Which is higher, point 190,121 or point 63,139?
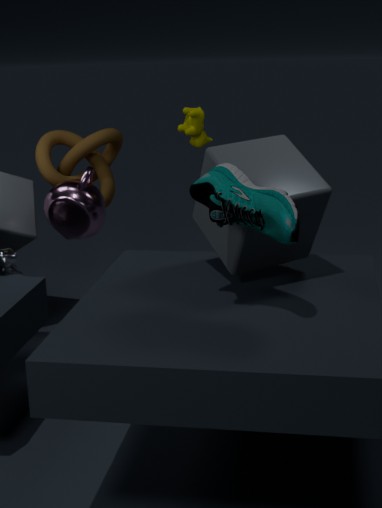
point 190,121
